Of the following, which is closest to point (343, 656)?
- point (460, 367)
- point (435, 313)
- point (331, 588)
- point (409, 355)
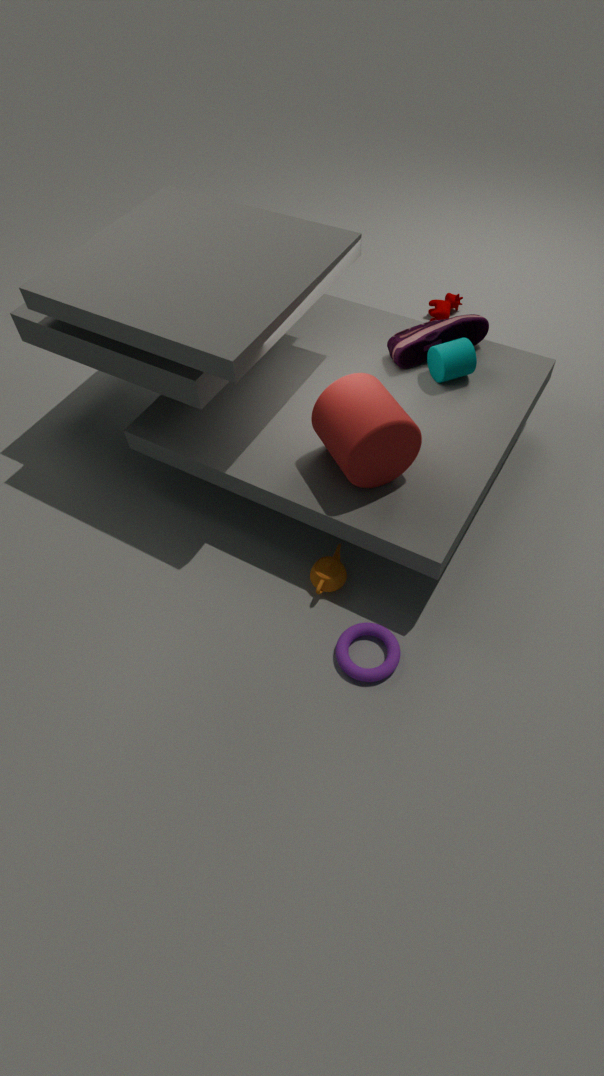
point (331, 588)
